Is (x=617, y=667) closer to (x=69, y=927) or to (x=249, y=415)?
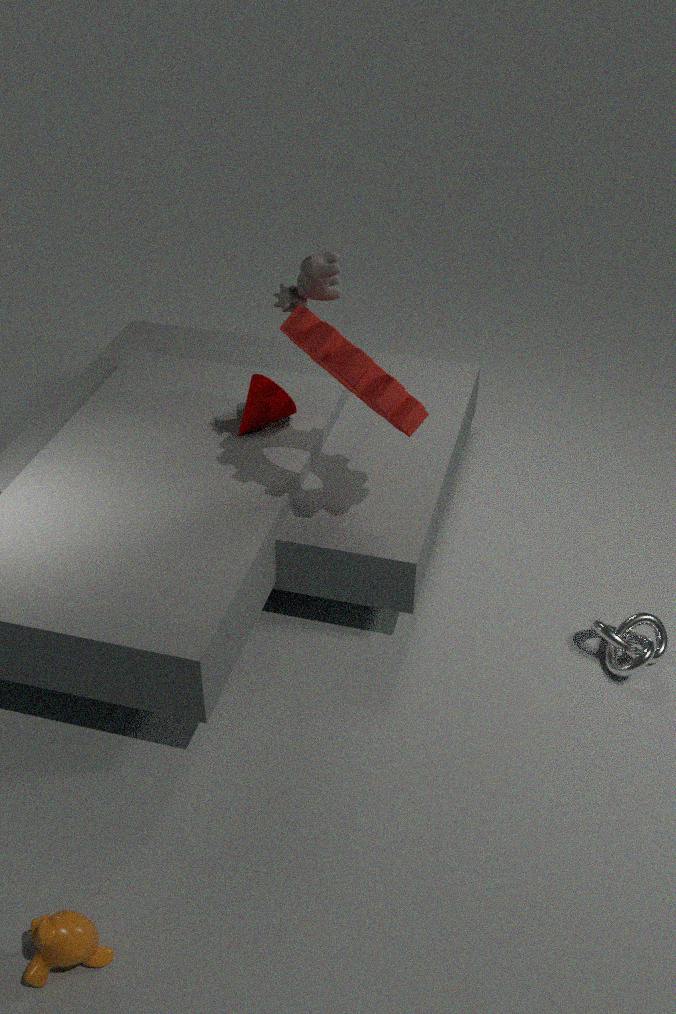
(x=249, y=415)
